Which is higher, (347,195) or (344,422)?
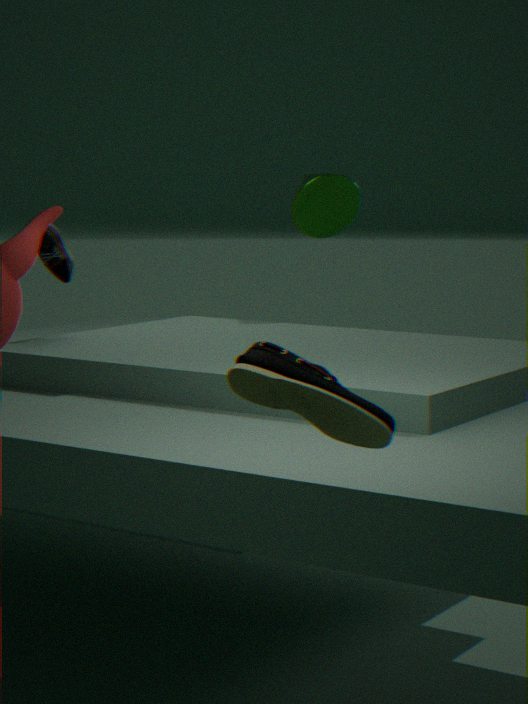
(347,195)
